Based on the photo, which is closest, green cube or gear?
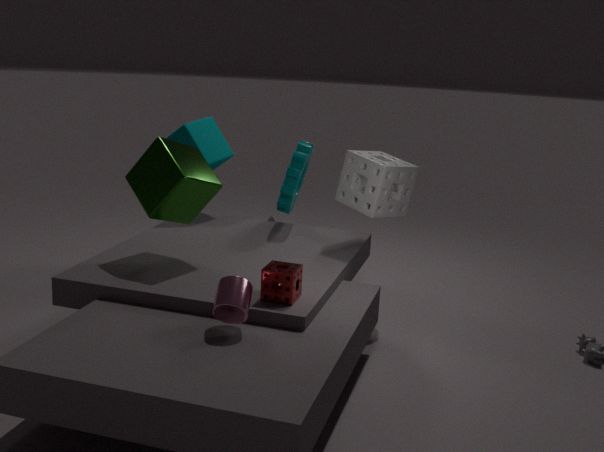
green cube
